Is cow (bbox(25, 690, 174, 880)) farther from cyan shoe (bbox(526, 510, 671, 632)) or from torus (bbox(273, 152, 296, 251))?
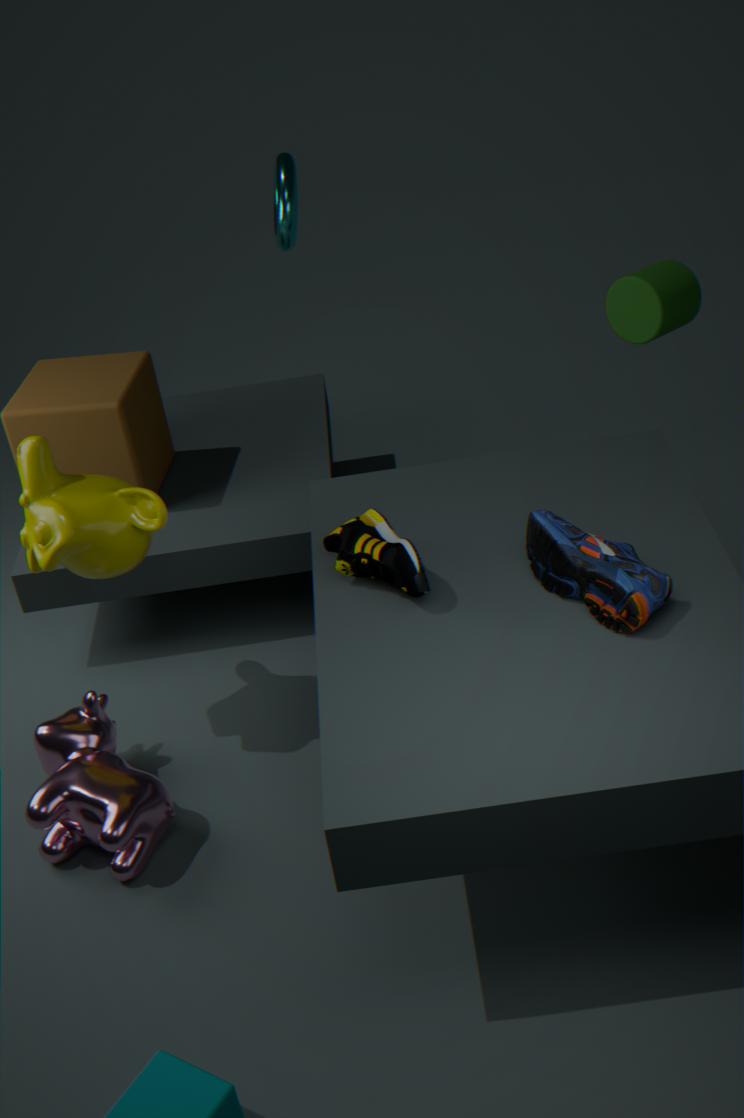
torus (bbox(273, 152, 296, 251))
